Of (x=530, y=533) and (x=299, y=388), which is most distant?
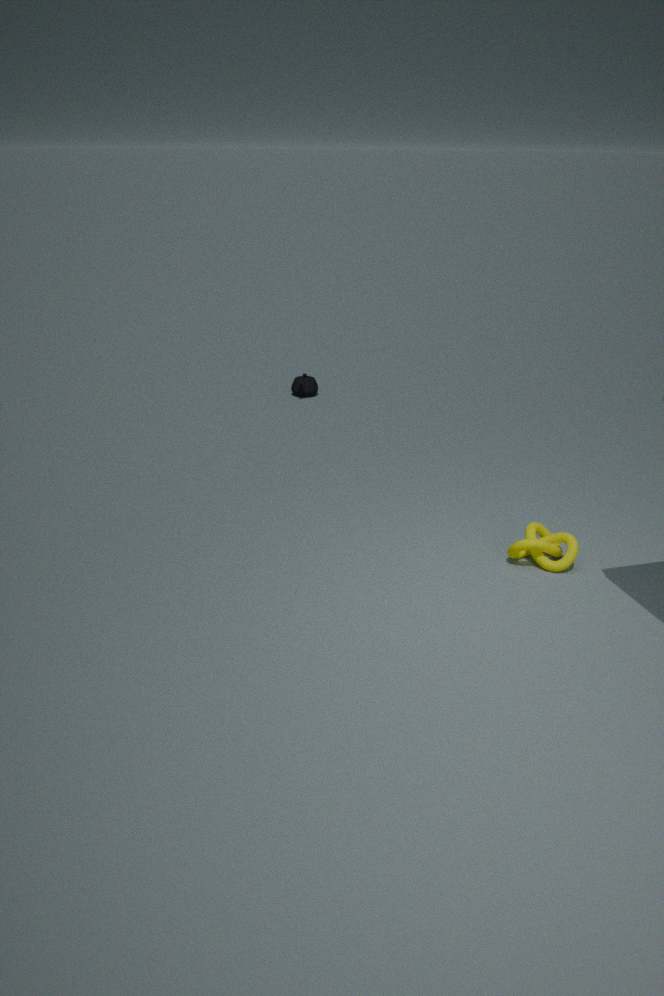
(x=299, y=388)
